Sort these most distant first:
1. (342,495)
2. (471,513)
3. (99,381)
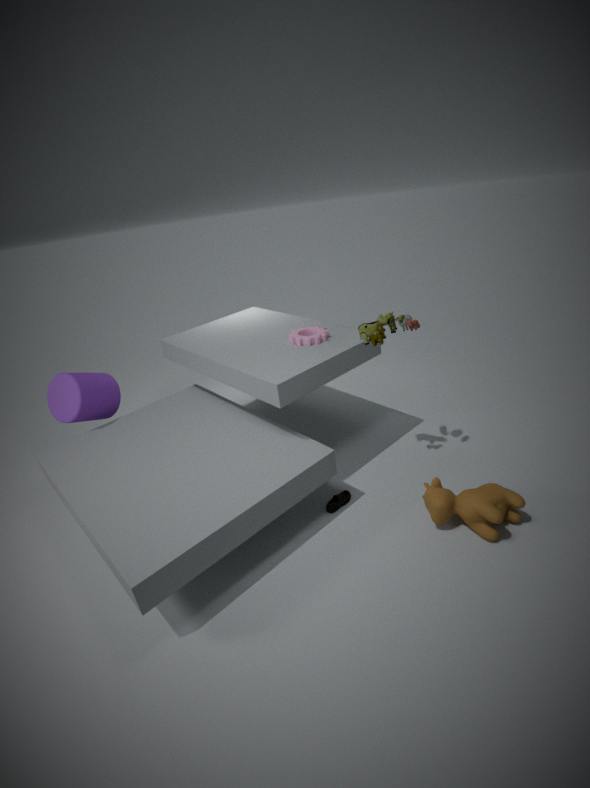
(99,381), (342,495), (471,513)
